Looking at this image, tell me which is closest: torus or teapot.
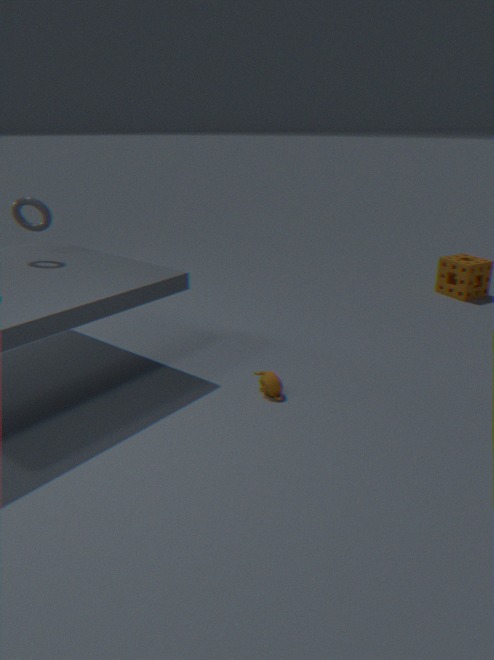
teapot
